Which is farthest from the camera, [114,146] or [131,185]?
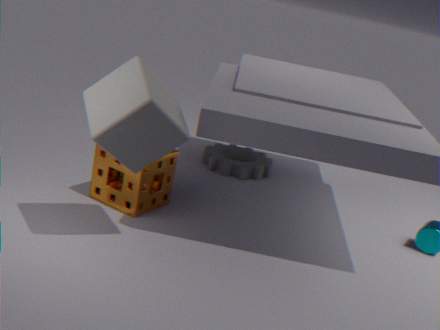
[131,185]
